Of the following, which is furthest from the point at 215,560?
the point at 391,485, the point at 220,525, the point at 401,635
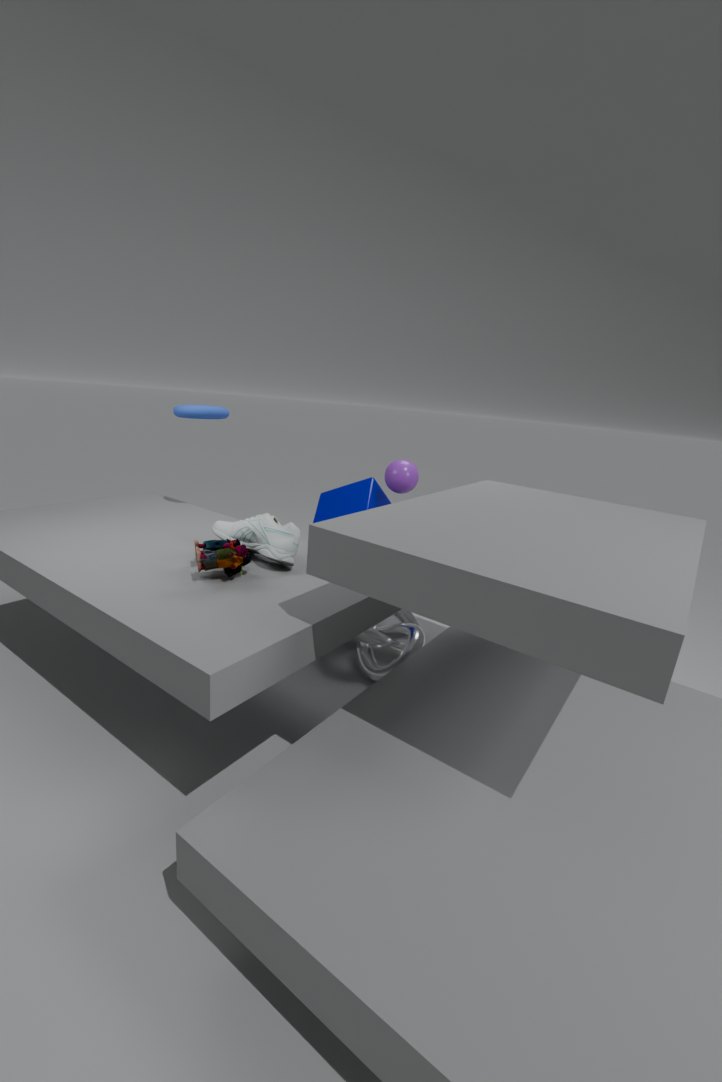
the point at 391,485
